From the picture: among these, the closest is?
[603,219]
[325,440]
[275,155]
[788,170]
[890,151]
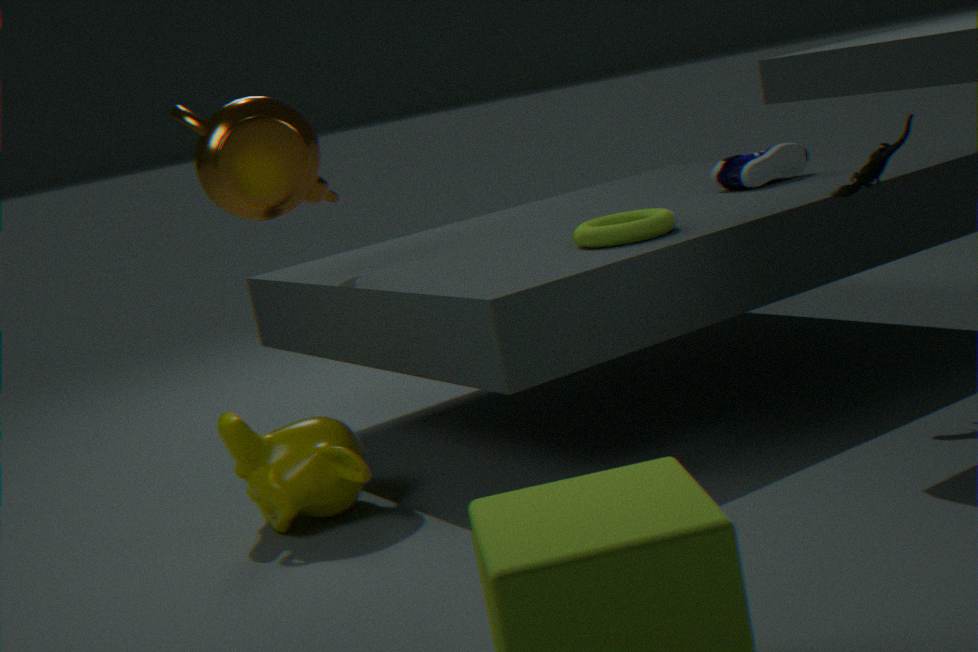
[890,151]
